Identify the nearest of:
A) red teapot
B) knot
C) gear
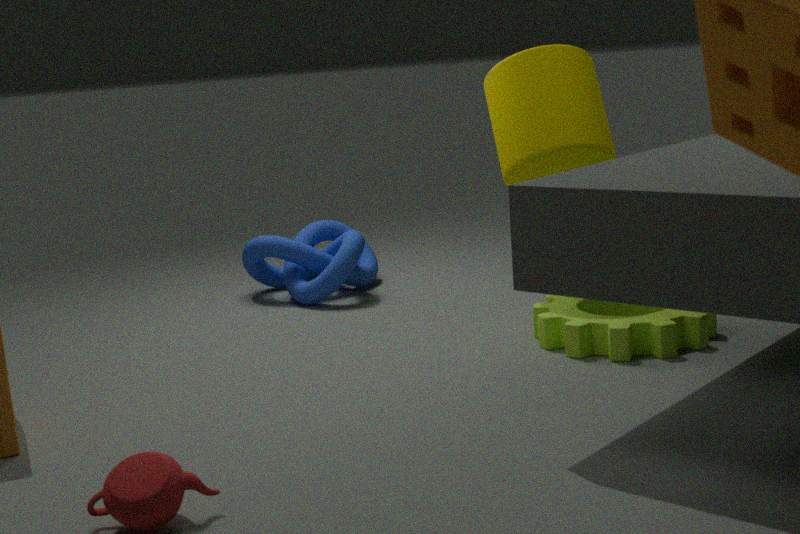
red teapot
